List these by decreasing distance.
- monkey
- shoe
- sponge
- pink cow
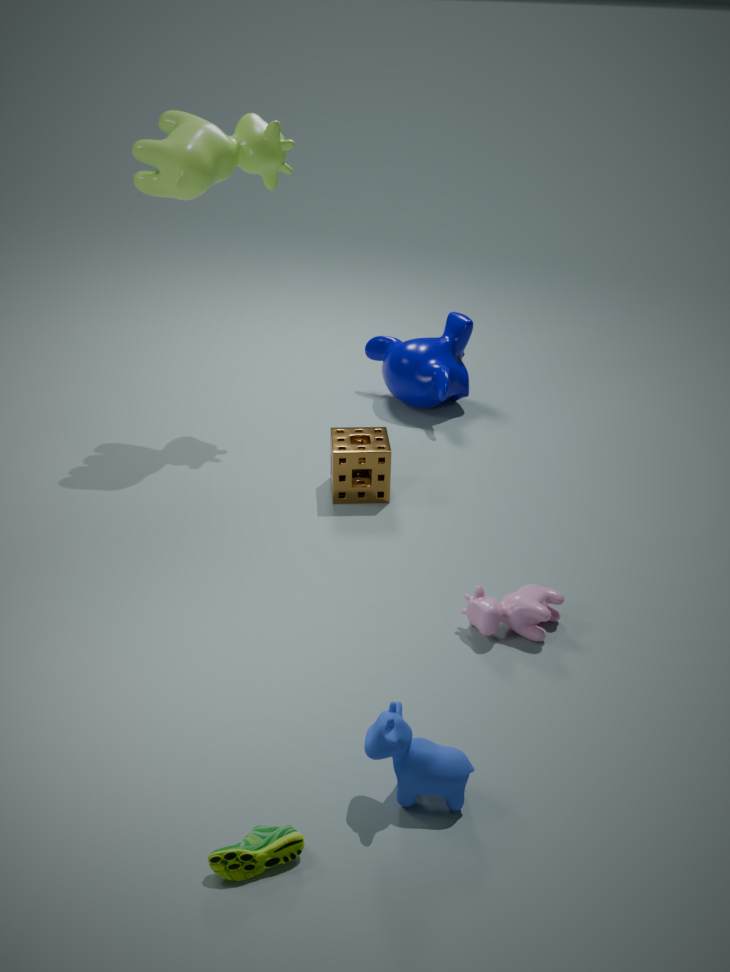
monkey < sponge < pink cow < shoe
